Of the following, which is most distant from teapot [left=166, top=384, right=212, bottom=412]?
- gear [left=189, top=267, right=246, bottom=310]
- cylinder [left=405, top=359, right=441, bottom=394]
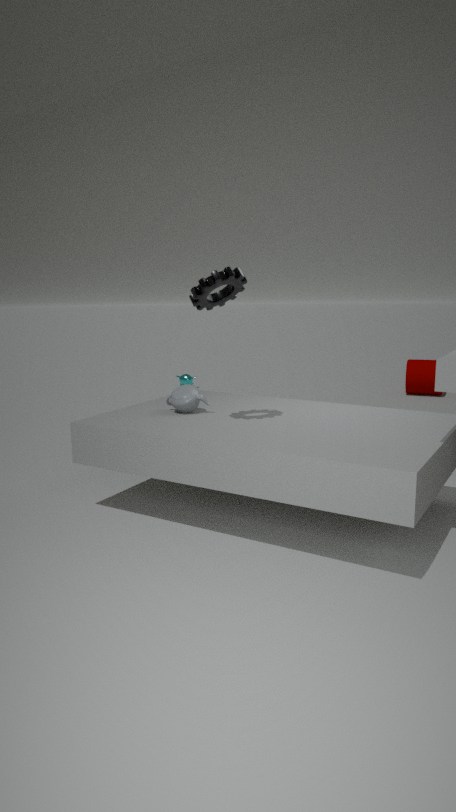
cylinder [left=405, top=359, right=441, bottom=394]
